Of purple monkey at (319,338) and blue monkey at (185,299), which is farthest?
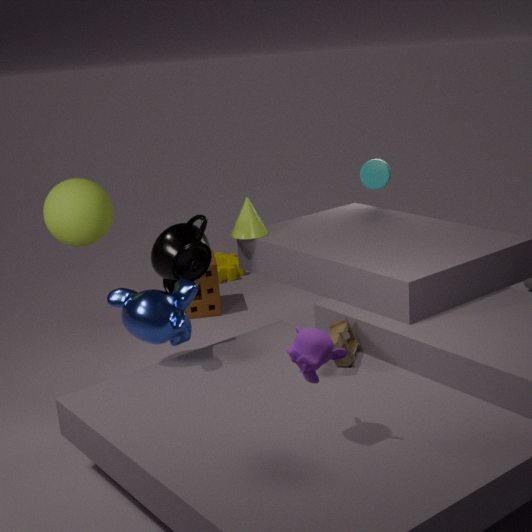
blue monkey at (185,299)
